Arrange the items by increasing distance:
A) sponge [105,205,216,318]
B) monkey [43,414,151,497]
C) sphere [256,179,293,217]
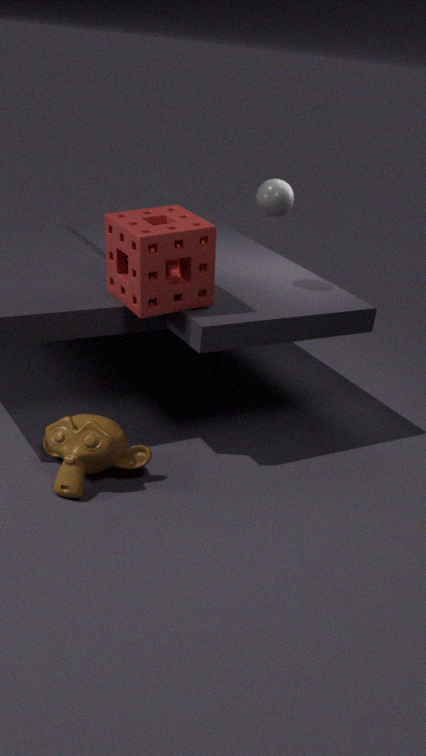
monkey [43,414,151,497], sponge [105,205,216,318], sphere [256,179,293,217]
